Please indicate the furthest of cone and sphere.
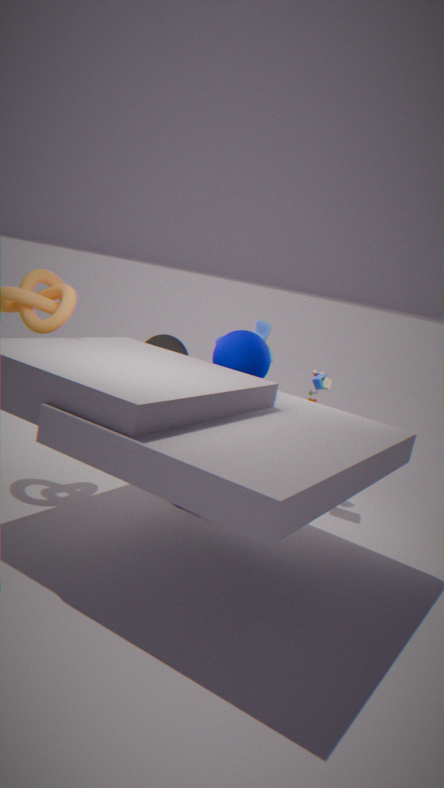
cone
